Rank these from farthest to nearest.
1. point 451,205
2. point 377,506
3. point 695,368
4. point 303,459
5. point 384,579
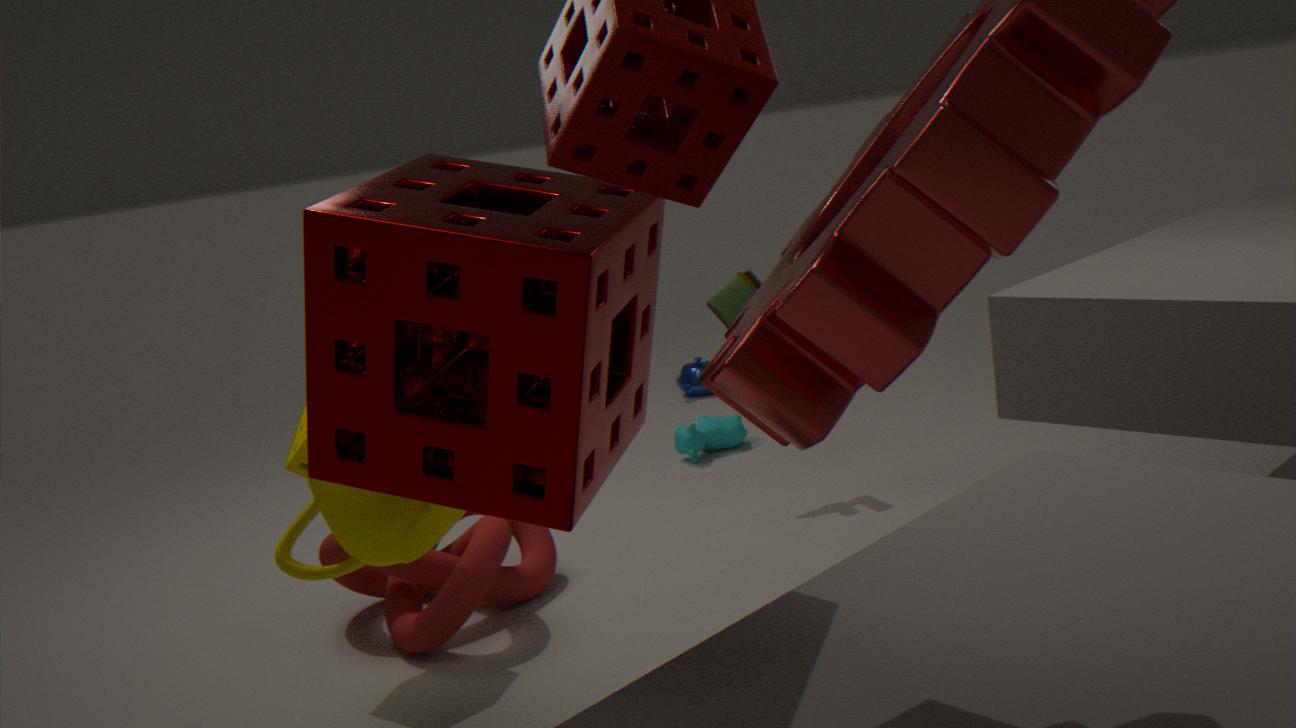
point 695,368 < point 384,579 < point 303,459 < point 377,506 < point 451,205
